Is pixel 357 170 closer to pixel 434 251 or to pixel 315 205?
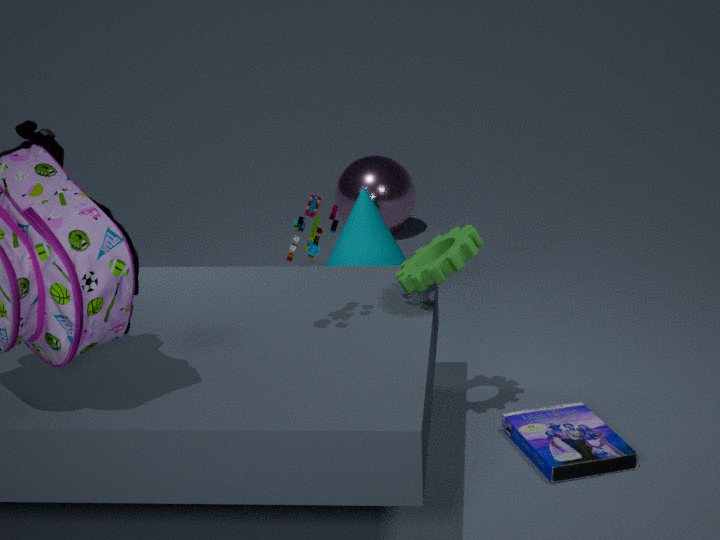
pixel 434 251
